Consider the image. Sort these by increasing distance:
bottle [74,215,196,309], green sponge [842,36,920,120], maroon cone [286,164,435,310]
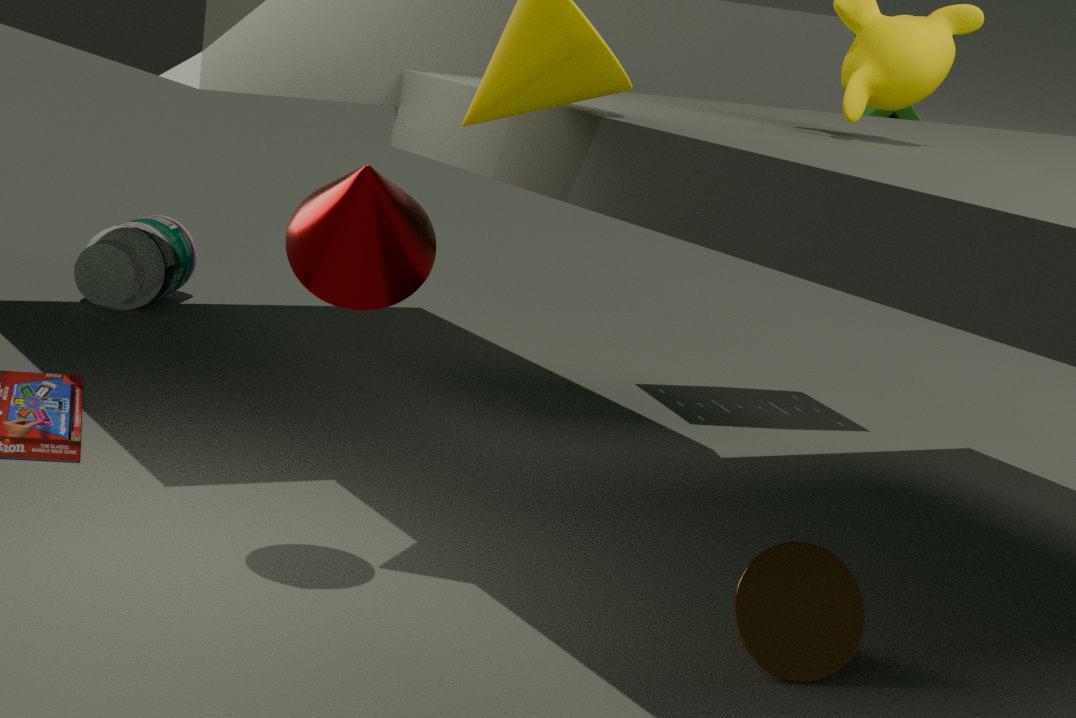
maroon cone [286,164,435,310]
green sponge [842,36,920,120]
bottle [74,215,196,309]
